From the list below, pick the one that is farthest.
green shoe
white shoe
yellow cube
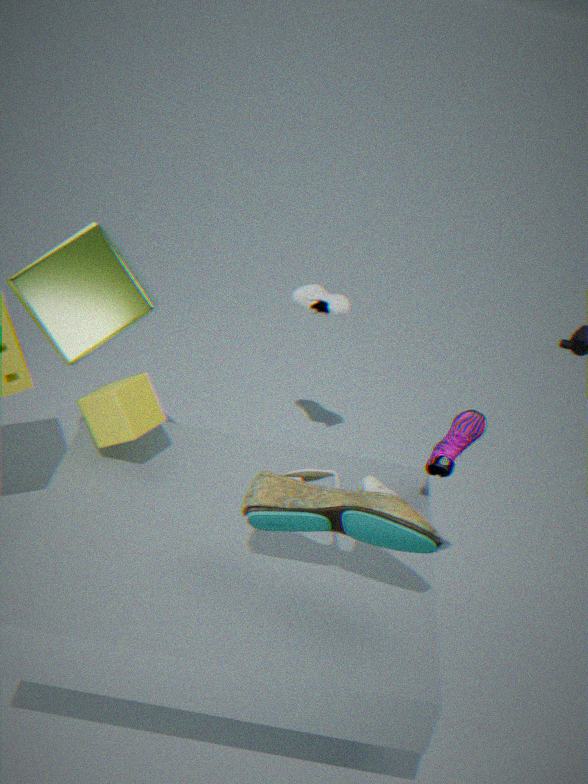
white shoe
